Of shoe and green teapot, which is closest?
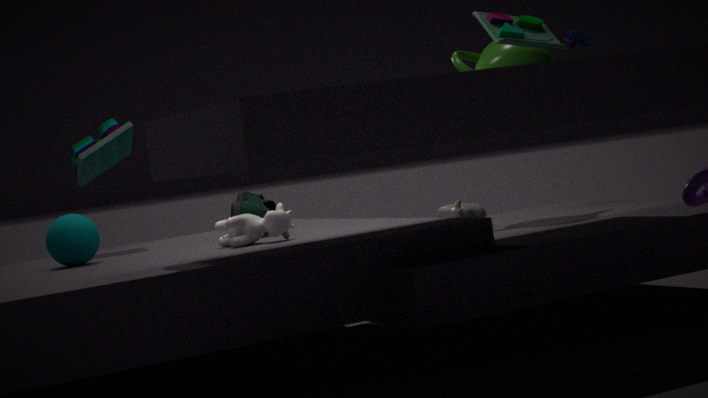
shoe
